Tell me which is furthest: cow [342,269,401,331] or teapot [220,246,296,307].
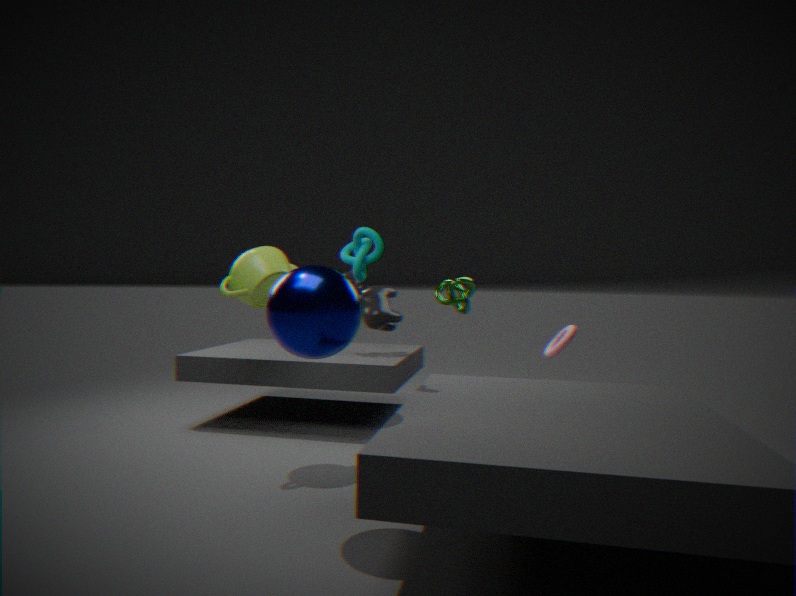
cow [342,269,401,331]
